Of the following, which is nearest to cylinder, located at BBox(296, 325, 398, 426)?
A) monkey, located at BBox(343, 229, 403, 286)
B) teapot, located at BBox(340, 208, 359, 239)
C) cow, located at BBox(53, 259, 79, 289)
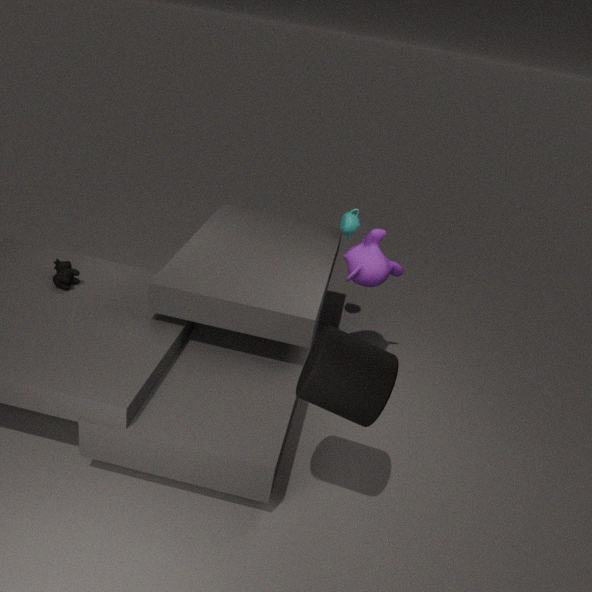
monkey, located at BBox(343, 229, 403, 286)
